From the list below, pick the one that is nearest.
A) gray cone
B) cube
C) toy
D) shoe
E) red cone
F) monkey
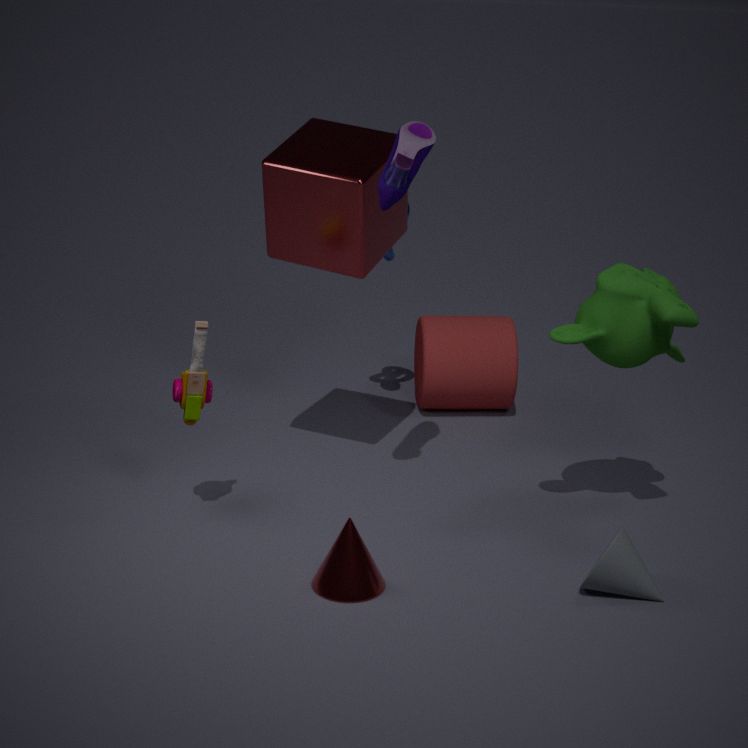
gray cone
